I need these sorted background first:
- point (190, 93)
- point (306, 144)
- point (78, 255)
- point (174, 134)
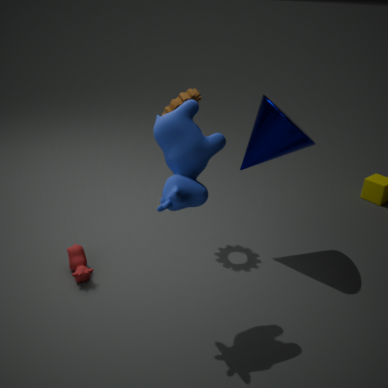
point (190, 93) → point (78, 255) → point (306, 144) → point (174, 134)
